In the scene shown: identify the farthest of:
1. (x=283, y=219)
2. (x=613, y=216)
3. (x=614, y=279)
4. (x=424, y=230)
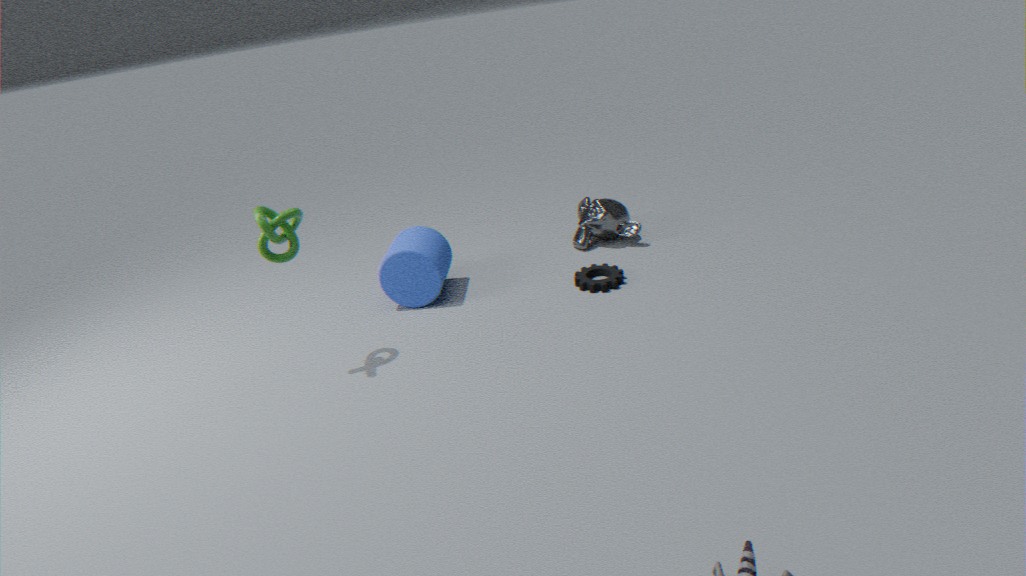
(x=613, y=216)
